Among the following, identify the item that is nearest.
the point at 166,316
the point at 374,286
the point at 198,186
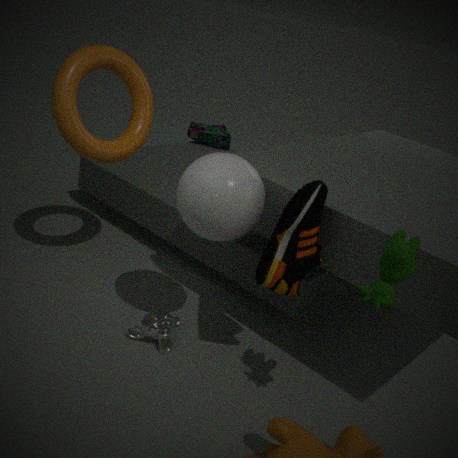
the point at 374,286
